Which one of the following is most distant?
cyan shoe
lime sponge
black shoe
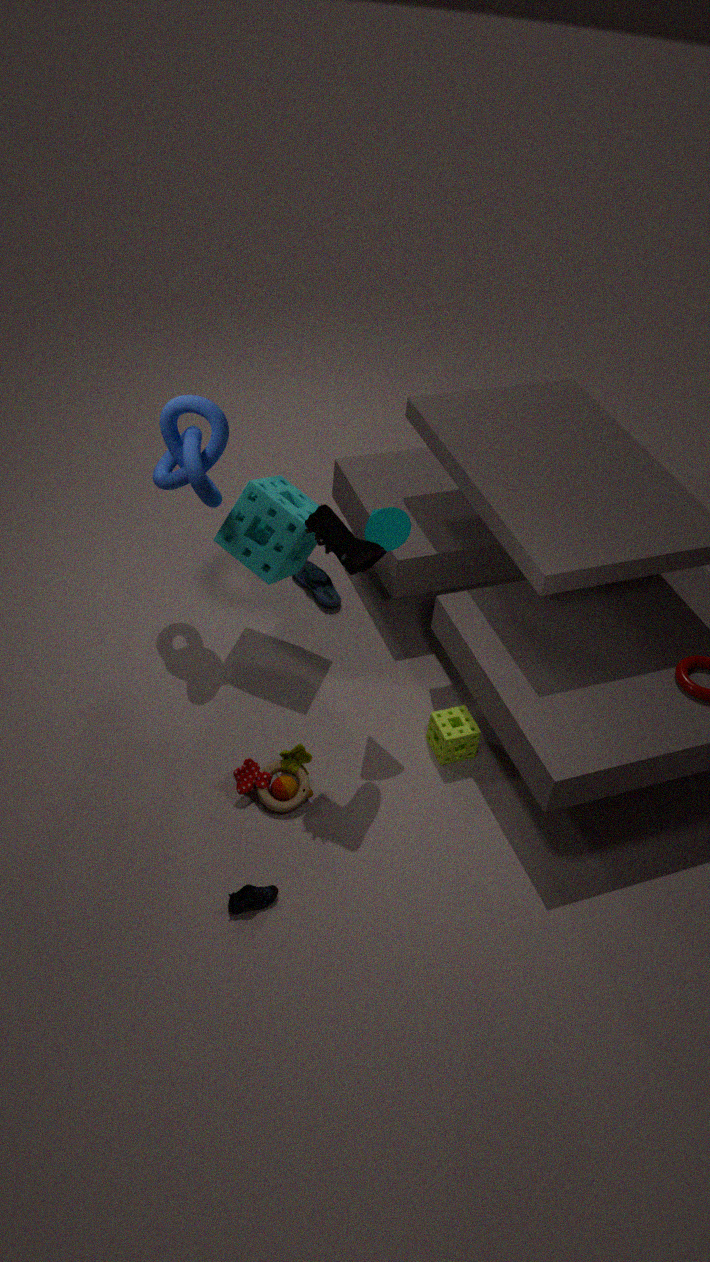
cyan shoe
